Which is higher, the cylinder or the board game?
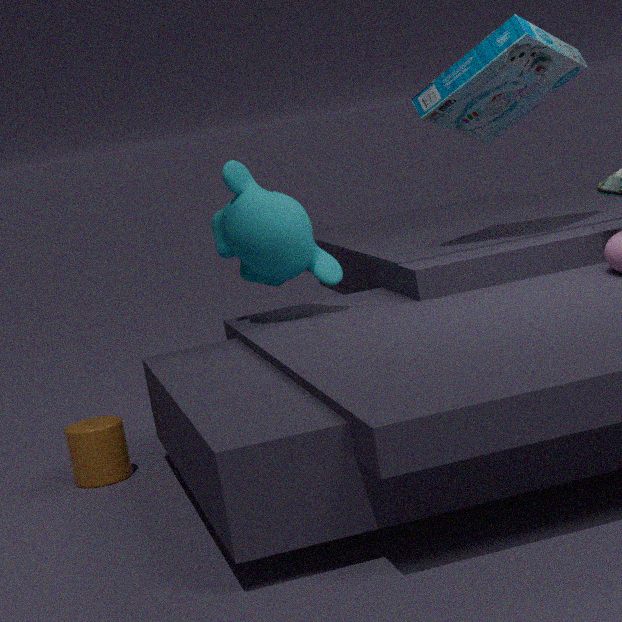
the board game
